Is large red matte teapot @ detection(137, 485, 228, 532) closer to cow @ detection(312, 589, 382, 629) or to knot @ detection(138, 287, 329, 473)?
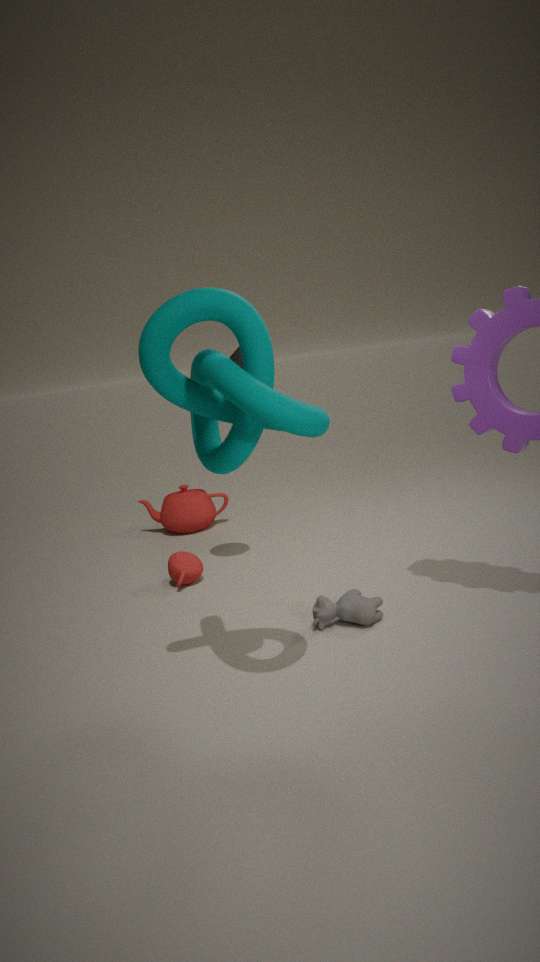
cow @ detection(312, 589, 382, 629)
